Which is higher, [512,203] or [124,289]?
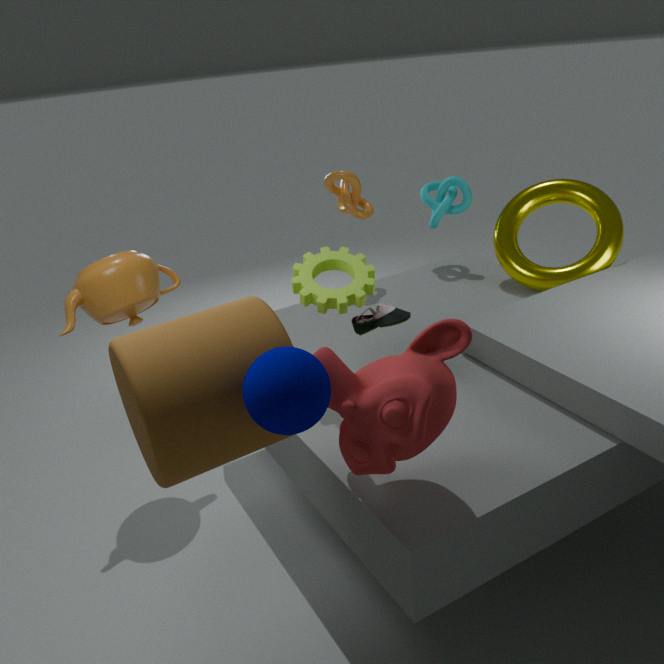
[124,289]
